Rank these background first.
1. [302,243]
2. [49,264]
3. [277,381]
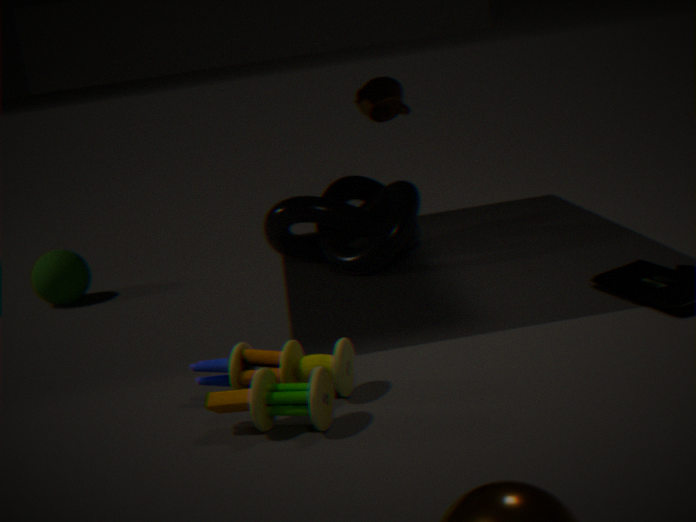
[302,243] → [49,264] → [277,381]
